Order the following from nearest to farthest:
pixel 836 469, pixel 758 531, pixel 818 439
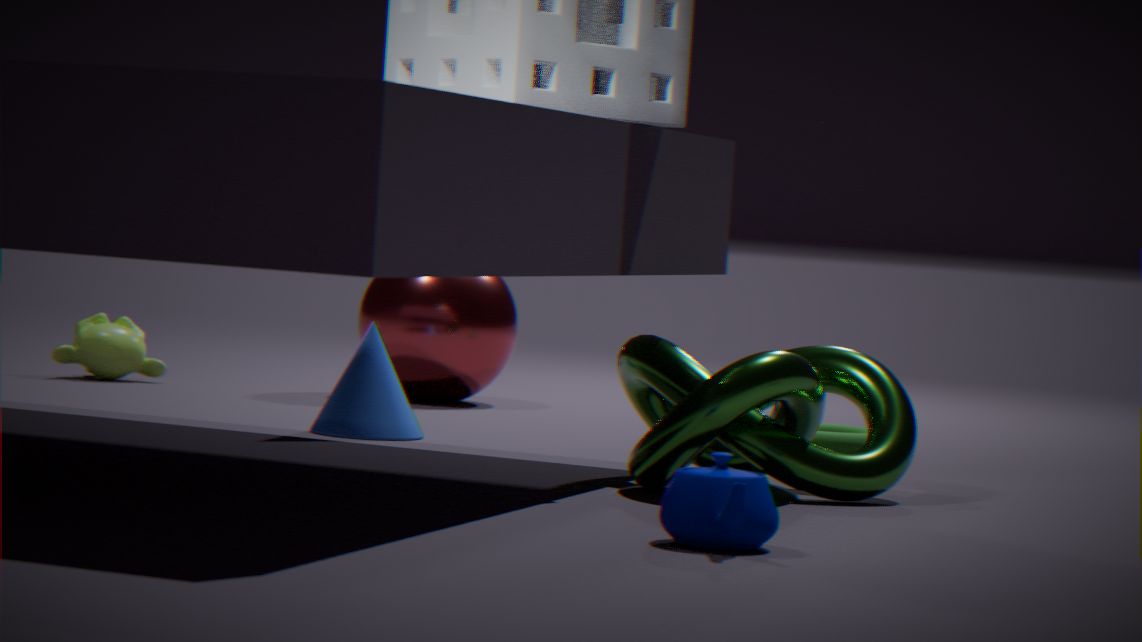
pixel 758 531 < pixel 836 469 < pixel 818 439
